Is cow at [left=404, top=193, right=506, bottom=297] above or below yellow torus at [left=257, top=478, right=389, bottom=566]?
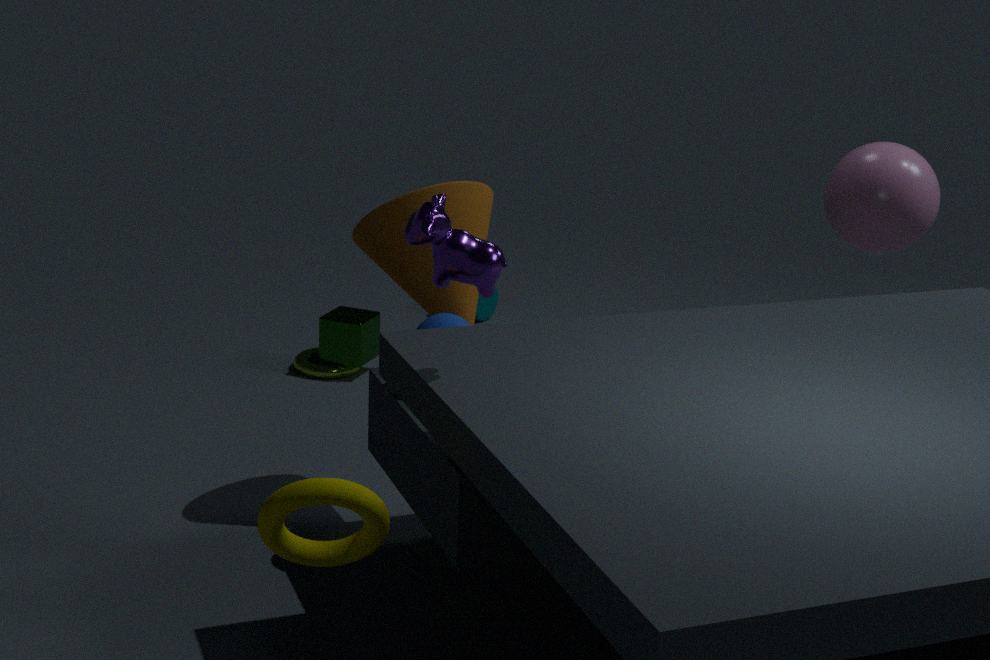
above
